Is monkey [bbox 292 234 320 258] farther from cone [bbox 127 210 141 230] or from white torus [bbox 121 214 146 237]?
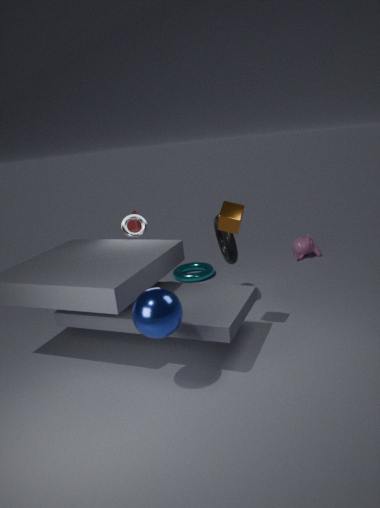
white torus [bbox 121 214 146 237]
